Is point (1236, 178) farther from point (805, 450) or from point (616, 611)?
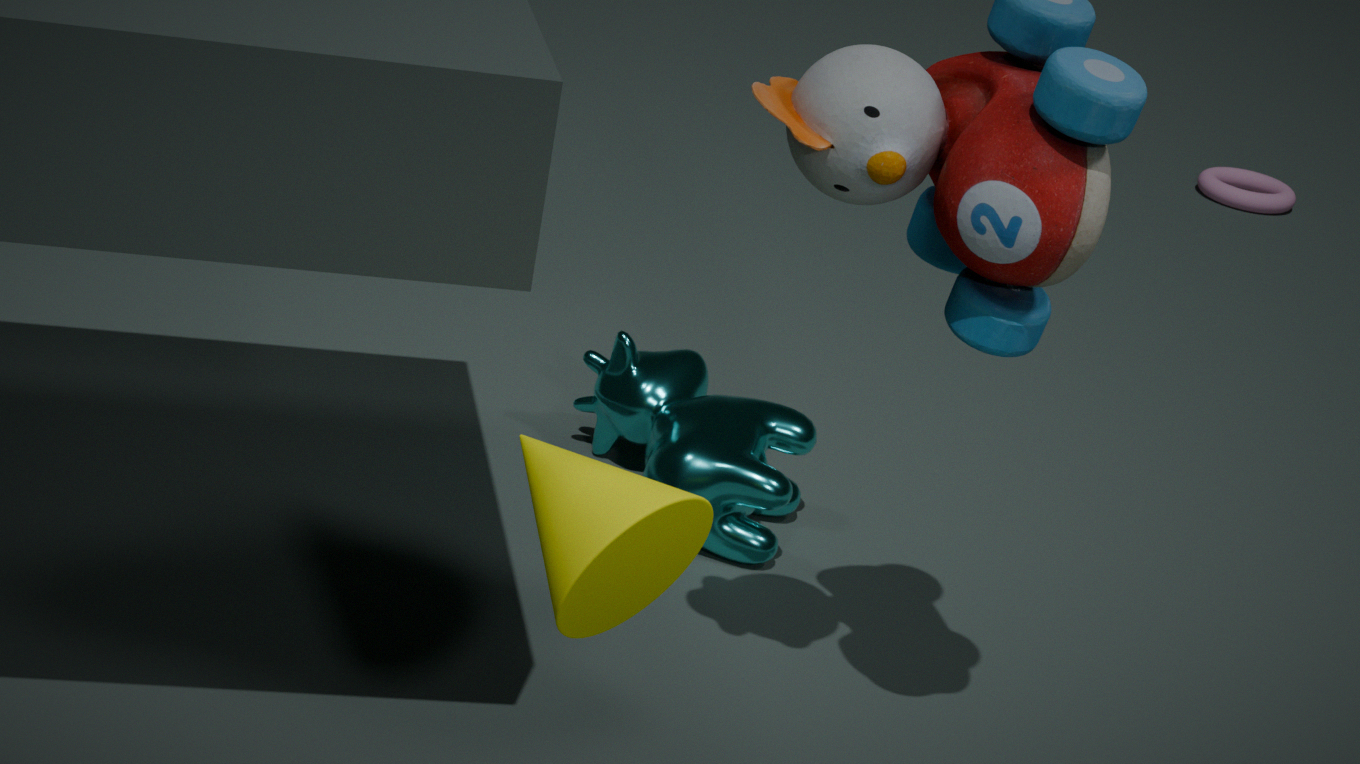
point (616, 611)
